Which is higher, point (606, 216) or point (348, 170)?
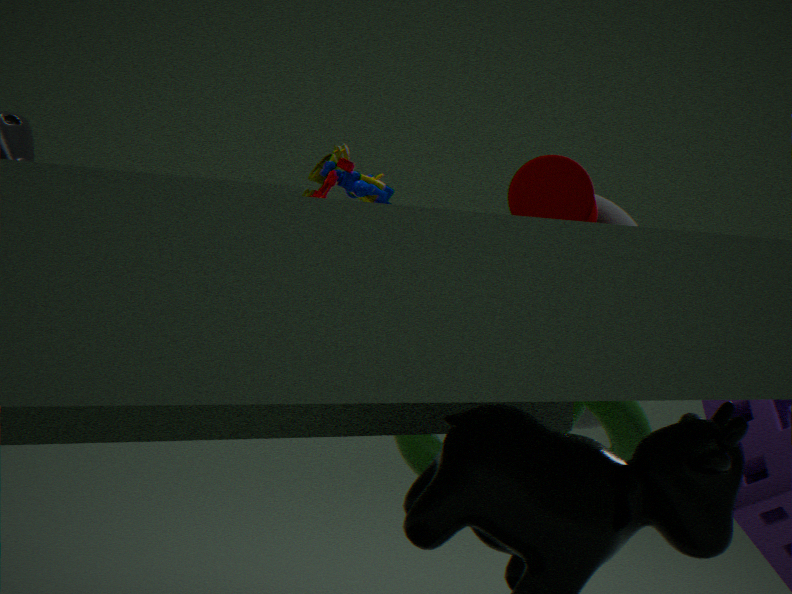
point (348, 170)
